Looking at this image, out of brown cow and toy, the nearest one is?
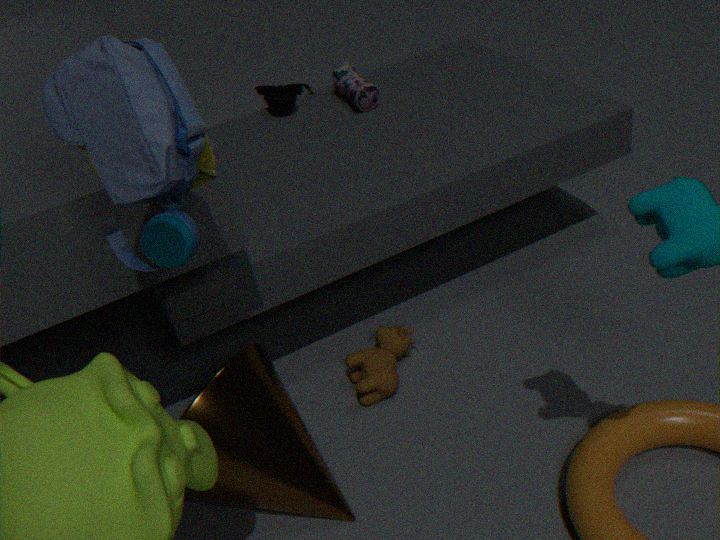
toy
